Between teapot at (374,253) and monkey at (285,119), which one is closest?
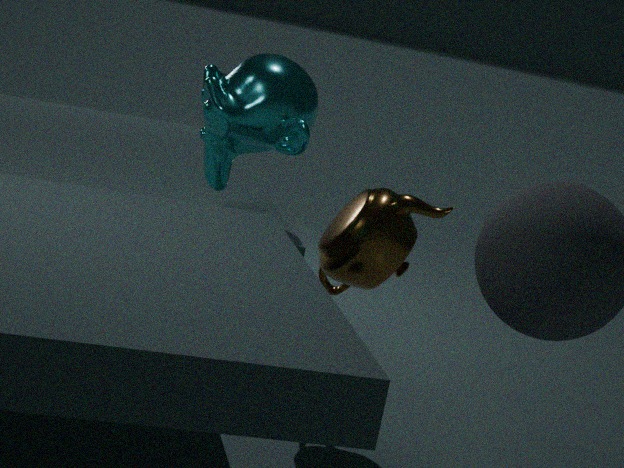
monkey at (285,119)
